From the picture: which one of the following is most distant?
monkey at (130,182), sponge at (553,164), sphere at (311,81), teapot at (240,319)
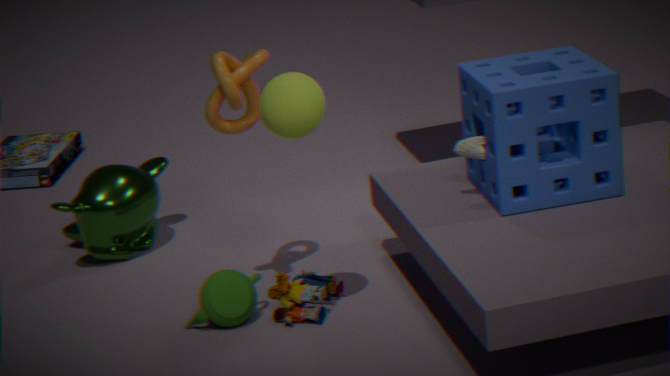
monkey at (130,182)
